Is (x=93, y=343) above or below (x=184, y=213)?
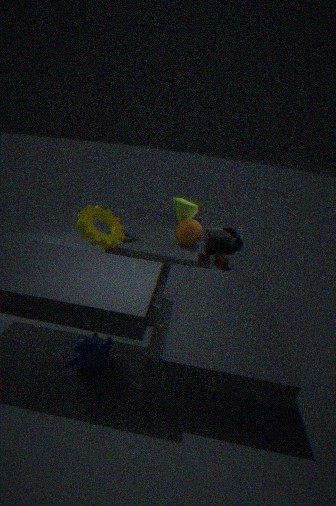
below
